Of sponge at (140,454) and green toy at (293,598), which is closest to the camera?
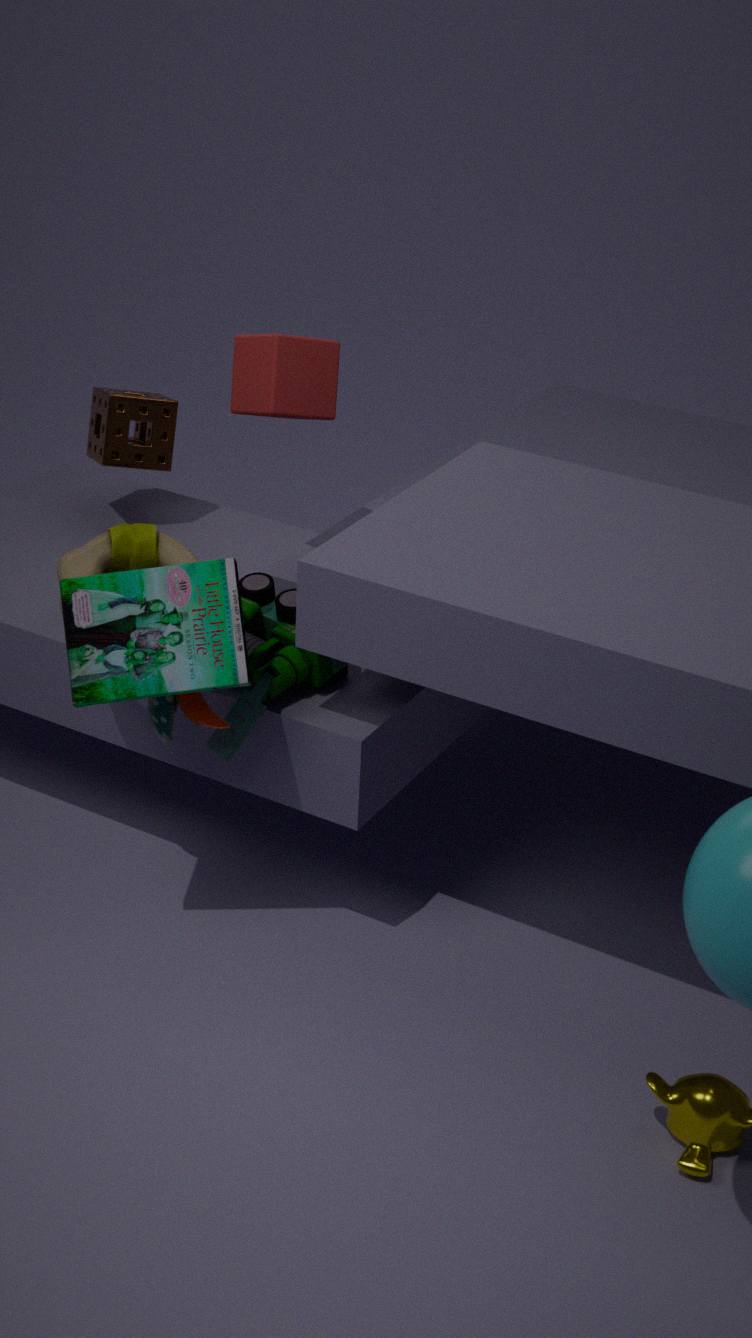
green toy at (293,598)
